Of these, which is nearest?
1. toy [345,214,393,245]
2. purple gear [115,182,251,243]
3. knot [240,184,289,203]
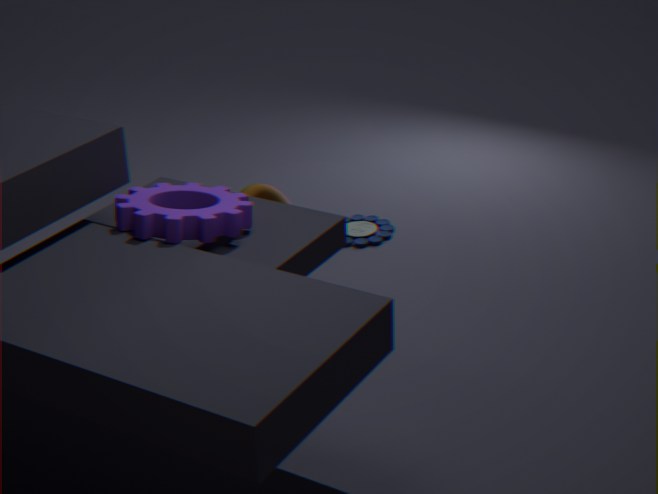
purple gear [115,182,251,243]
